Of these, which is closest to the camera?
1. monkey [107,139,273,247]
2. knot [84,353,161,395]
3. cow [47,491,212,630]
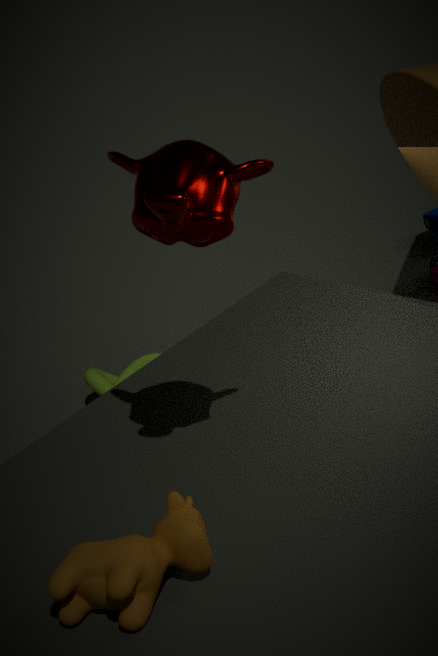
monkey [107,139,273,247]
